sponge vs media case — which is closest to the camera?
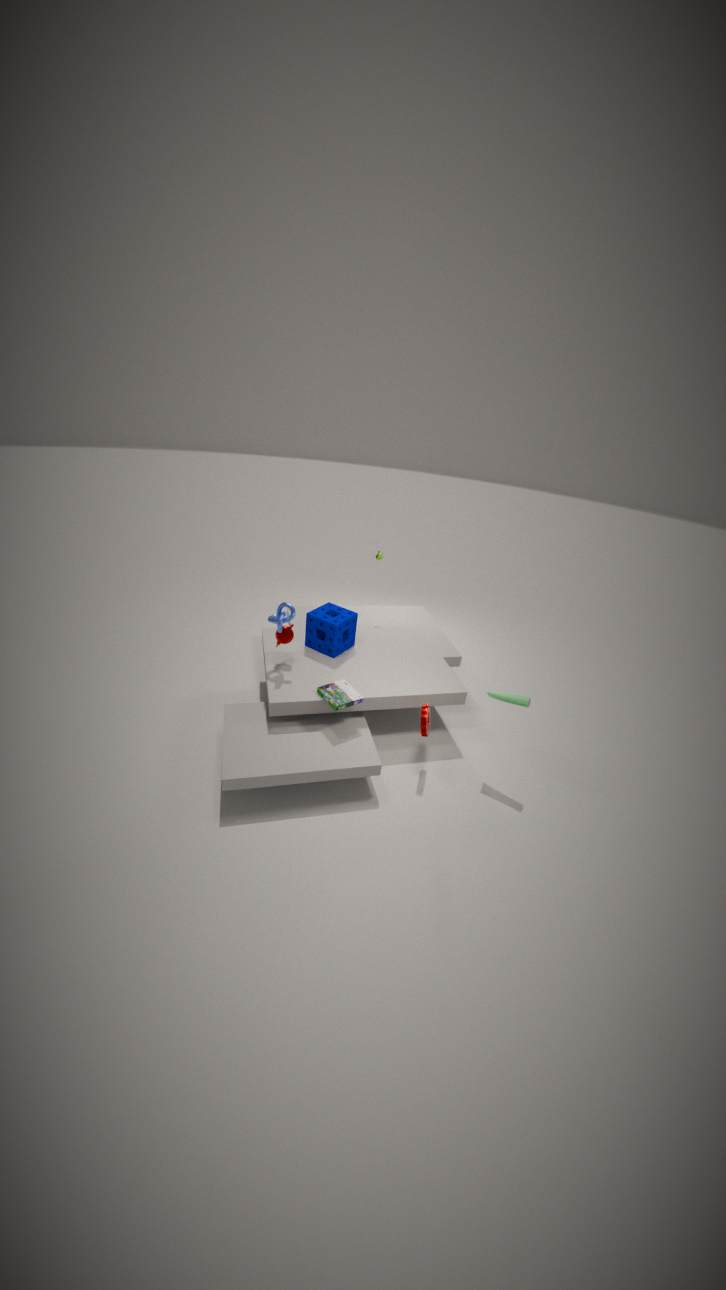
media case
